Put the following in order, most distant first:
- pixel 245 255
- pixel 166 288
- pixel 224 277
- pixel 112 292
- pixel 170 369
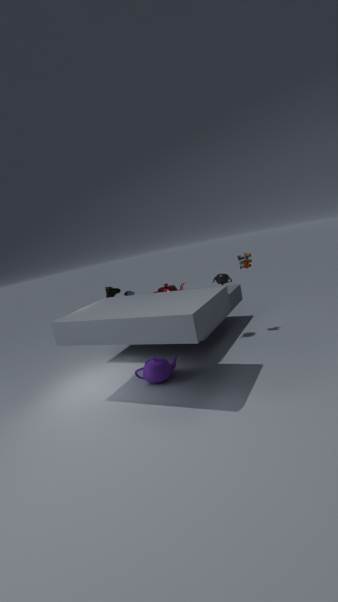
pixel 112 292 → pixel 166 288 → pixel 224 277 → pixel 245 255 → pixel 170 369
